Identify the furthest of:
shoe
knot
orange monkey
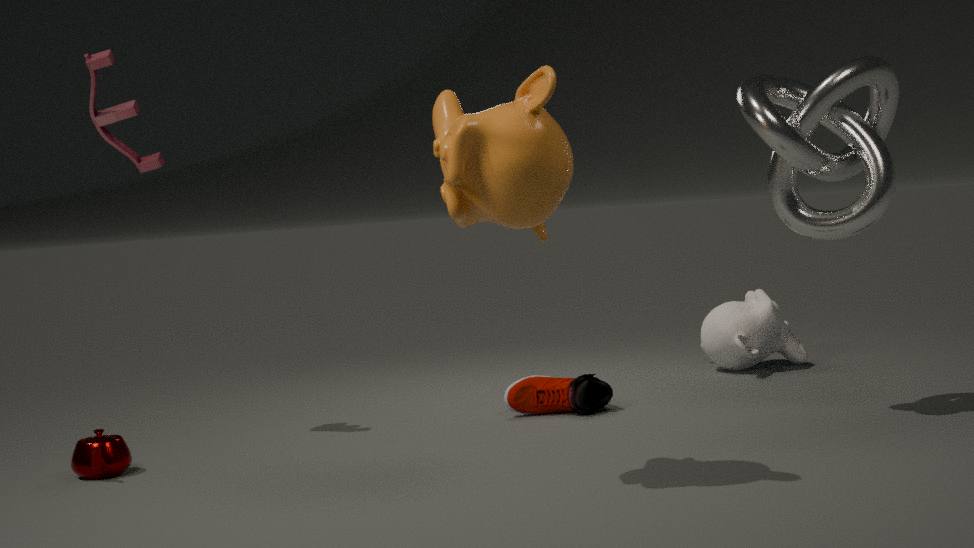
shoe
